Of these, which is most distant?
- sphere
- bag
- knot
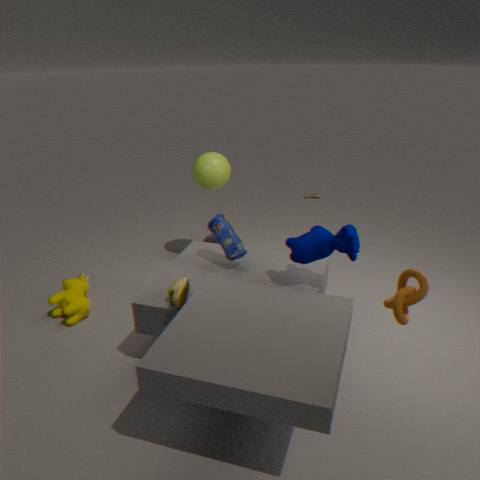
sphere
